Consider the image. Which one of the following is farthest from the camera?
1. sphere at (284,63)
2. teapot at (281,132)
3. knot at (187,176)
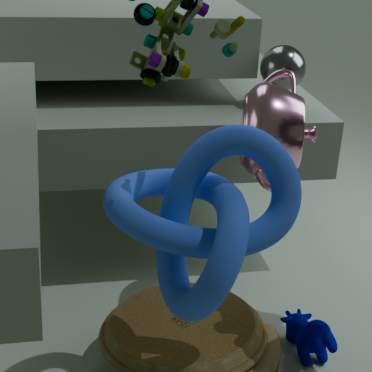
sphere at (284,63)
